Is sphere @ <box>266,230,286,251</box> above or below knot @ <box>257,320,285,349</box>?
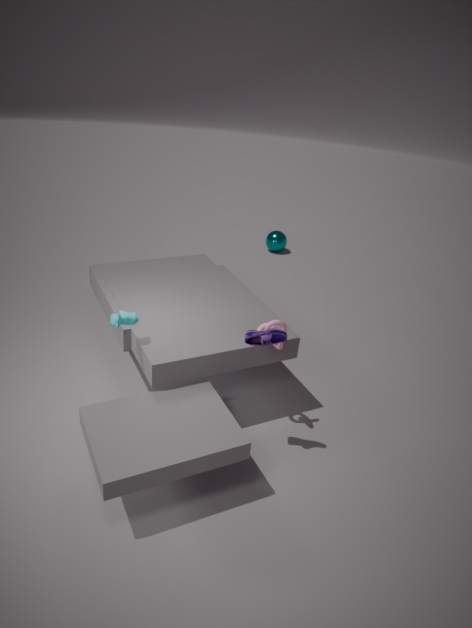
below
